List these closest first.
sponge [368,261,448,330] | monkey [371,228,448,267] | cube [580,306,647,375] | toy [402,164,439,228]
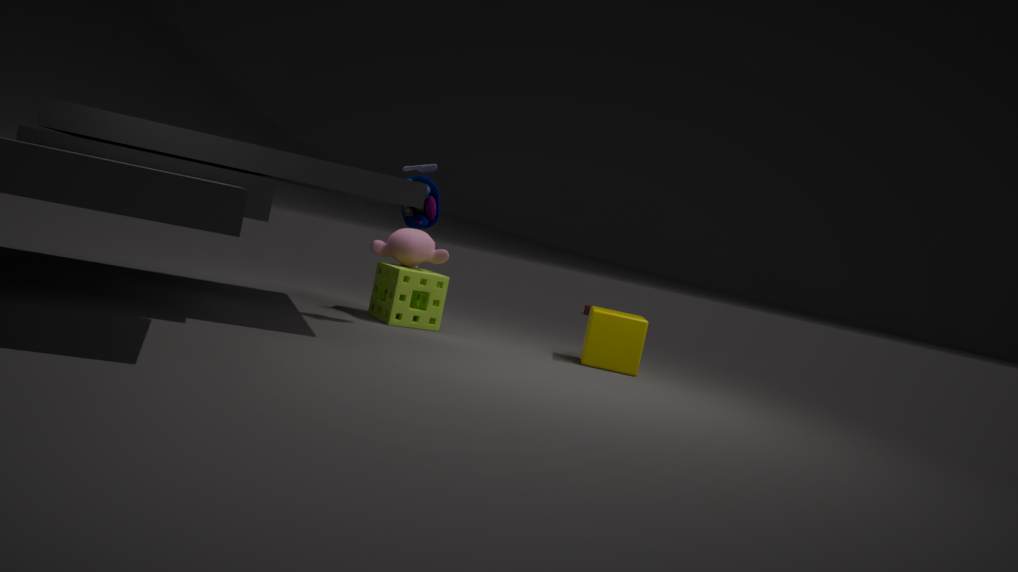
toy [402,164,439,228] < cube [580,306,647,375] < sponge [368,261,448,330] < monkey [371,228,448,267]
